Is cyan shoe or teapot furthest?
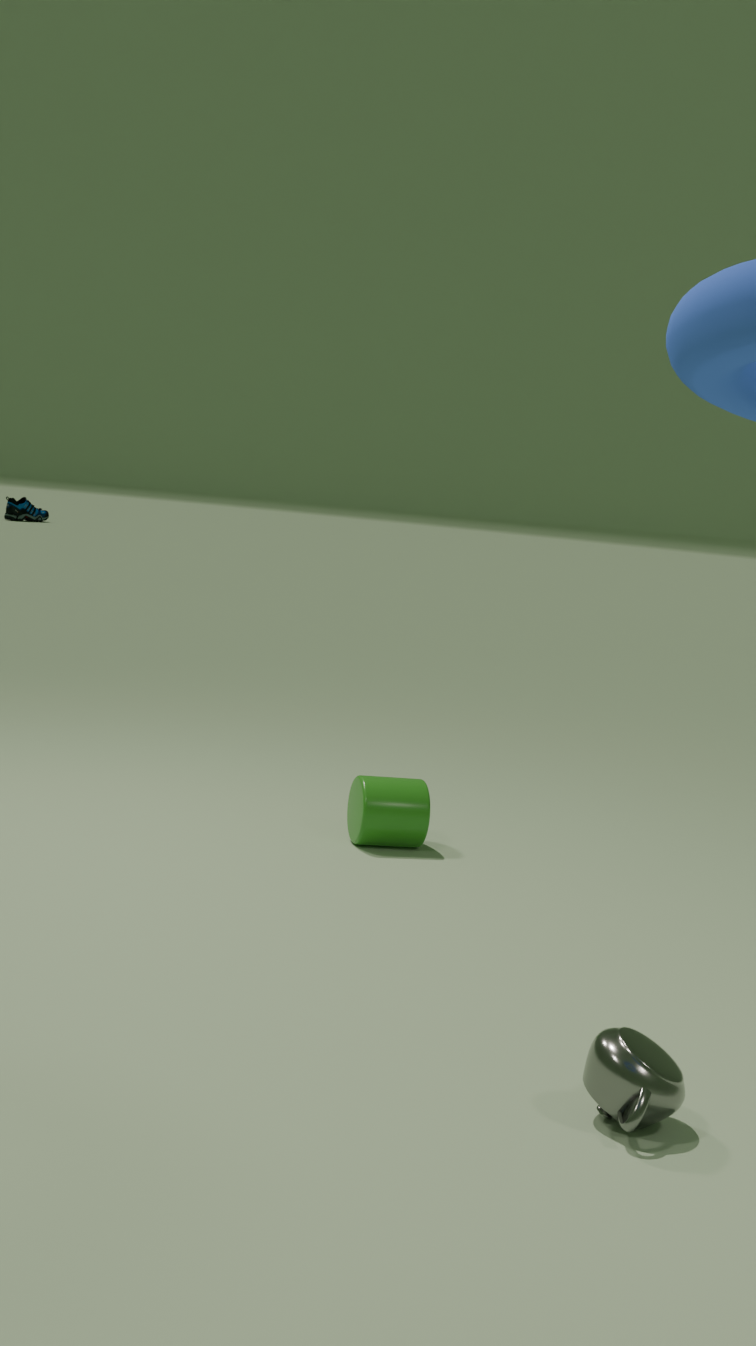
cyan shoe
